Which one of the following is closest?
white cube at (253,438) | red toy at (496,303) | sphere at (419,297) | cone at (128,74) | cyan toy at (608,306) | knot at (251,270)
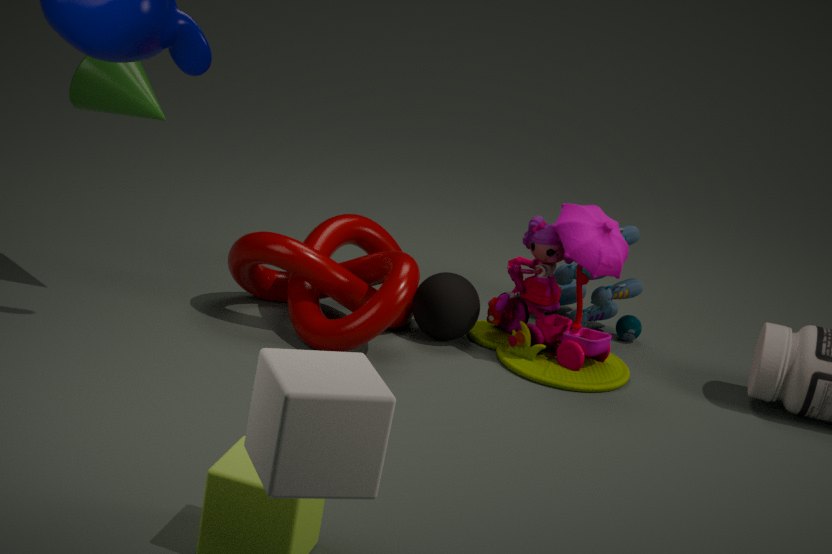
white cube at (253,438)
